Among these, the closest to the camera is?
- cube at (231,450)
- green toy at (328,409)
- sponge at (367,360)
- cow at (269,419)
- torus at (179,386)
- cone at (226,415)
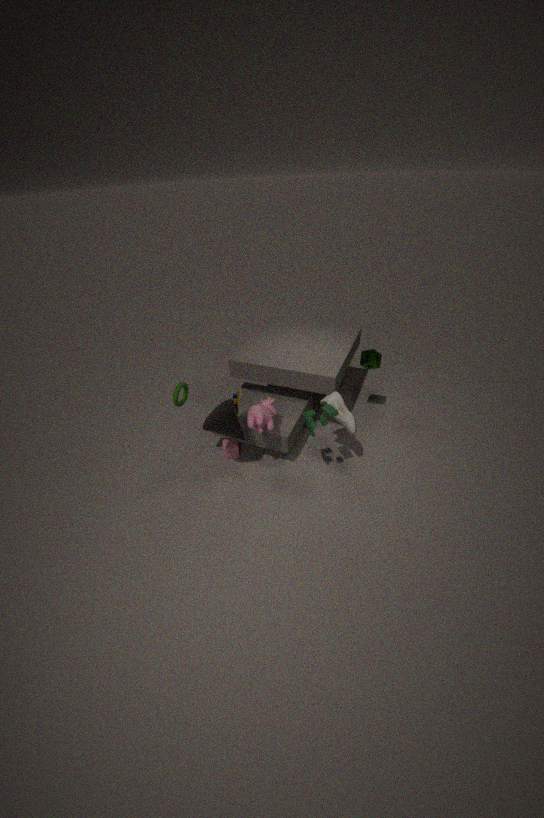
green toy at (328,409)
